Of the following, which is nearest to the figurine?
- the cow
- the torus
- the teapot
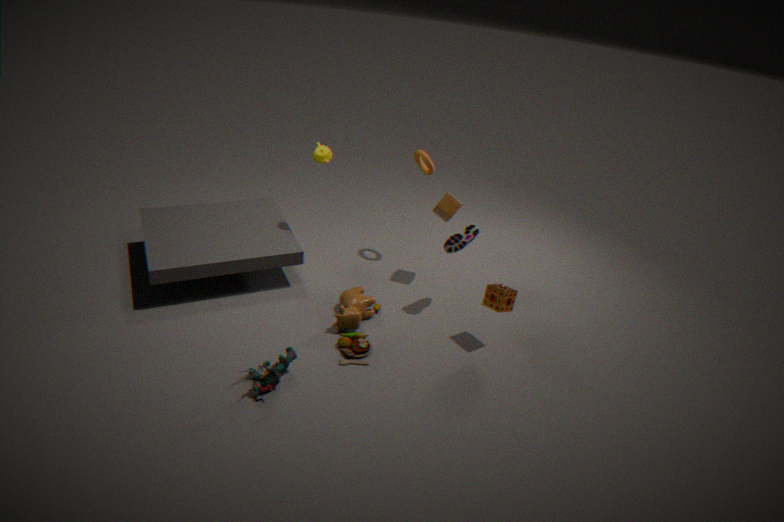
the cow
